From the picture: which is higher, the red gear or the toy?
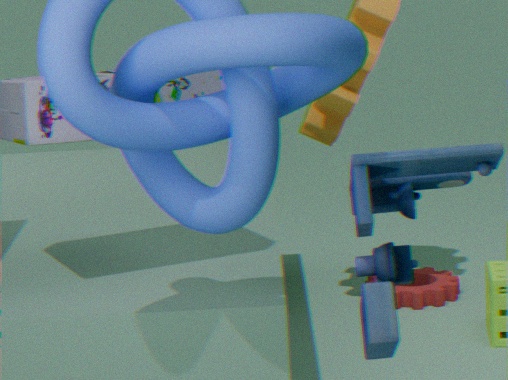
the toy
